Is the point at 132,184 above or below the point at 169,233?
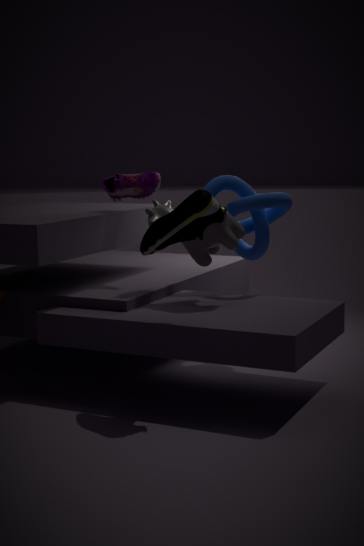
above
